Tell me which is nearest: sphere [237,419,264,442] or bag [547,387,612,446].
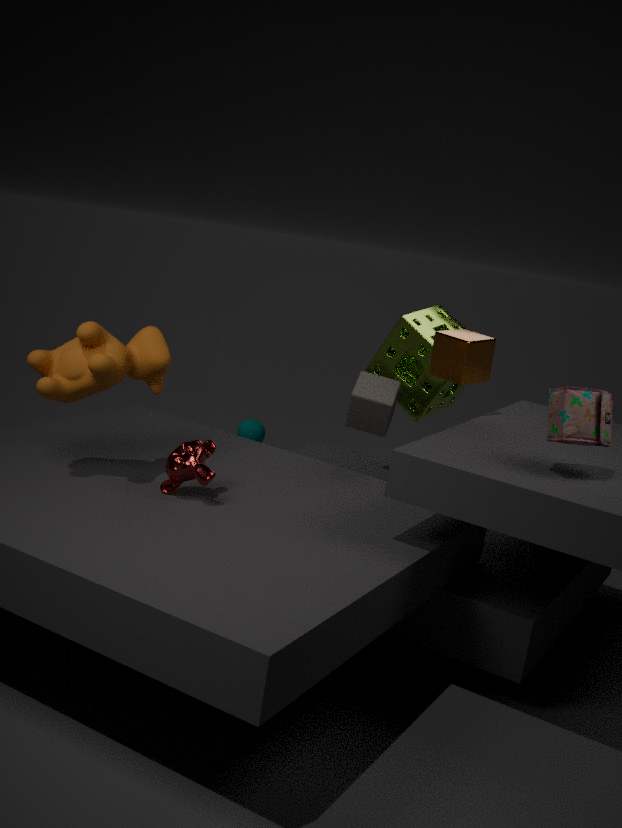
bag [547,387,612,446]
